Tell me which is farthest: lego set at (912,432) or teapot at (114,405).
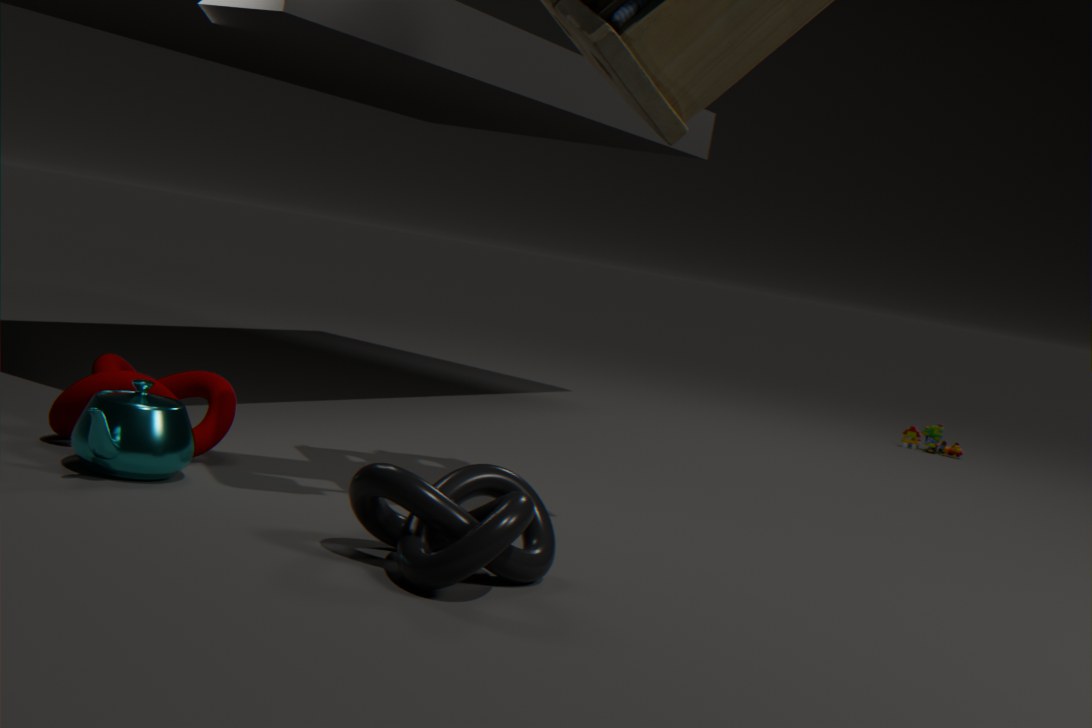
lego set at (912,432)
